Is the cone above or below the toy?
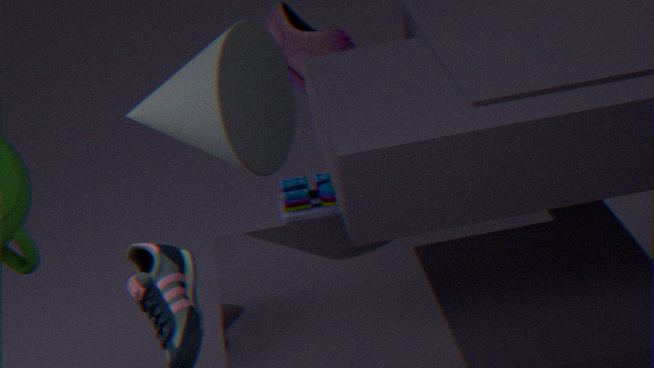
above
